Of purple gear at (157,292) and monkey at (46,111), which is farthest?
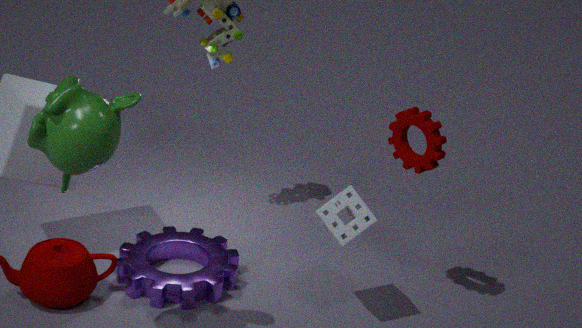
purple gear at (157,292)
